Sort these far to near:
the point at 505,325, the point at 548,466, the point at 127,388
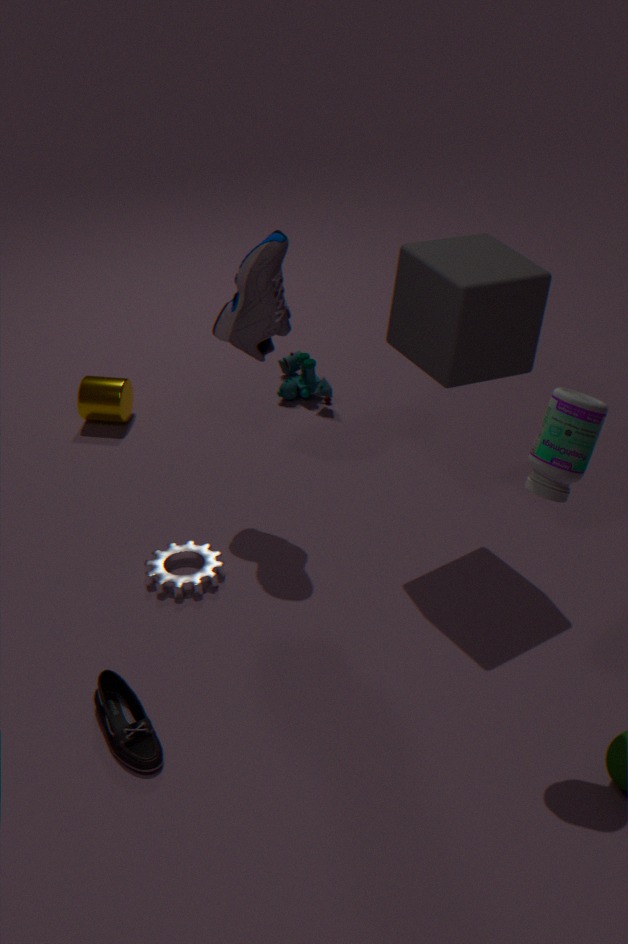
1. the point at 127,388
2. the point at 505,325
3. the point at 548,466
